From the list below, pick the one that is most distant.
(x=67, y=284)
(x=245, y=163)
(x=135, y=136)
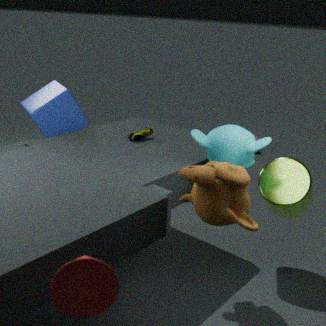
(x=135, y=136)
